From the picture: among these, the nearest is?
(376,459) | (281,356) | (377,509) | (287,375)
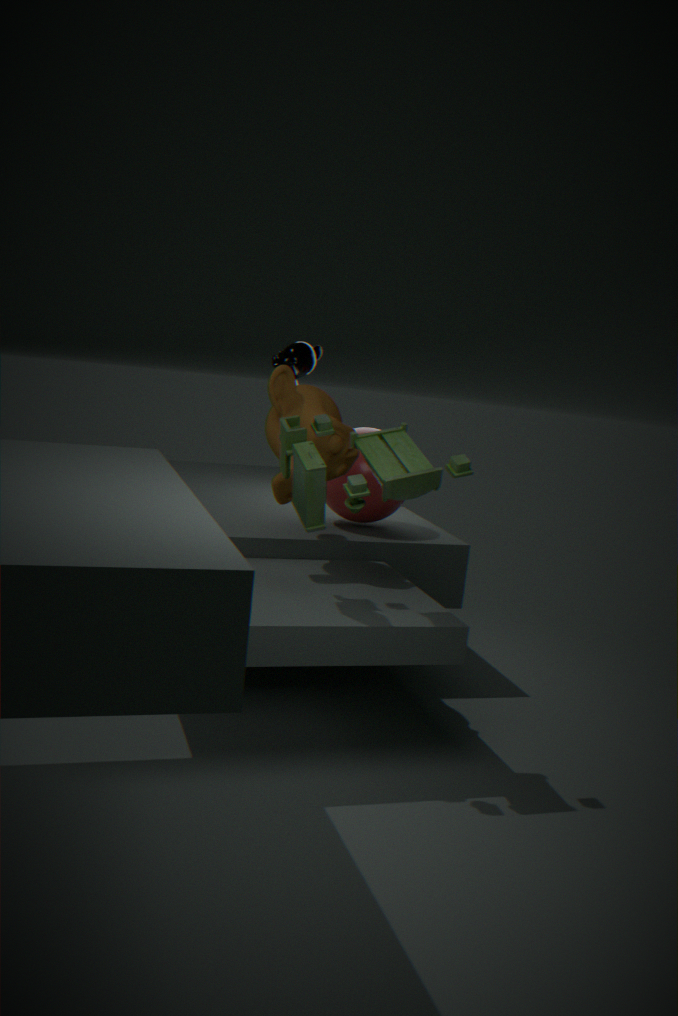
(376,459)
